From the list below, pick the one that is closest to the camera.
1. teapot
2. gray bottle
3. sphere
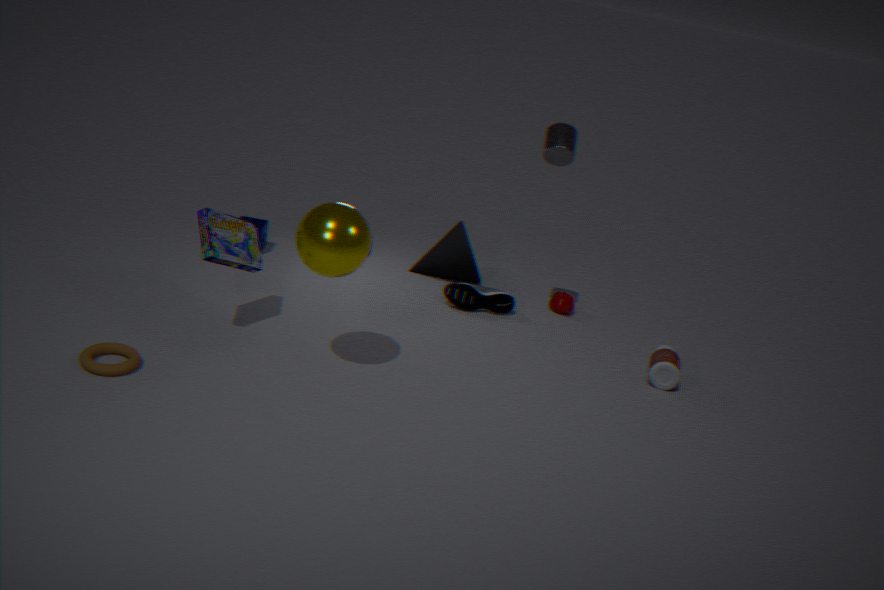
sphere
